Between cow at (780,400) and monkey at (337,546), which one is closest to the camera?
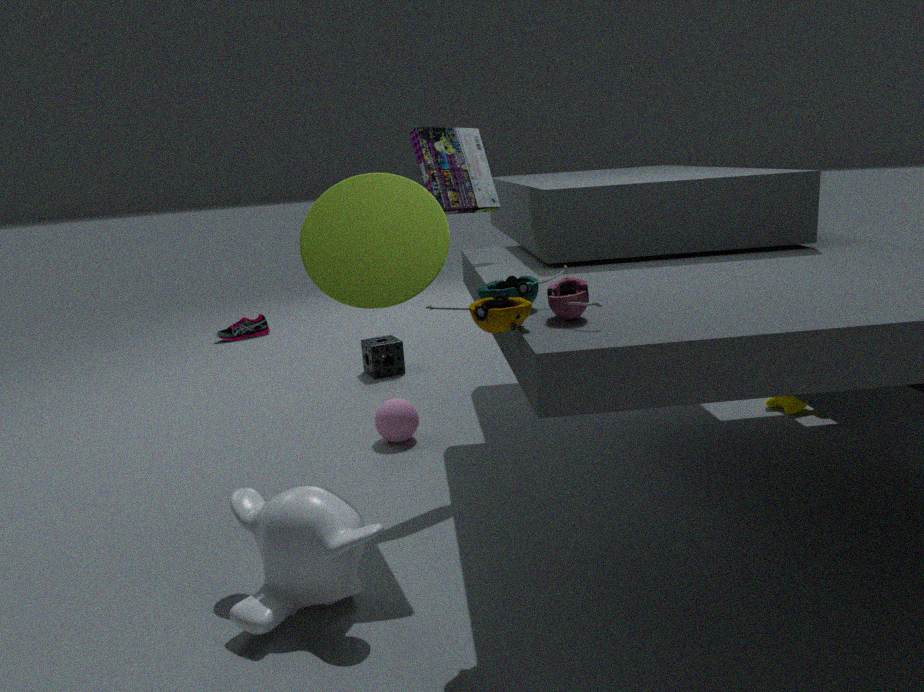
monkey at (337,546)
